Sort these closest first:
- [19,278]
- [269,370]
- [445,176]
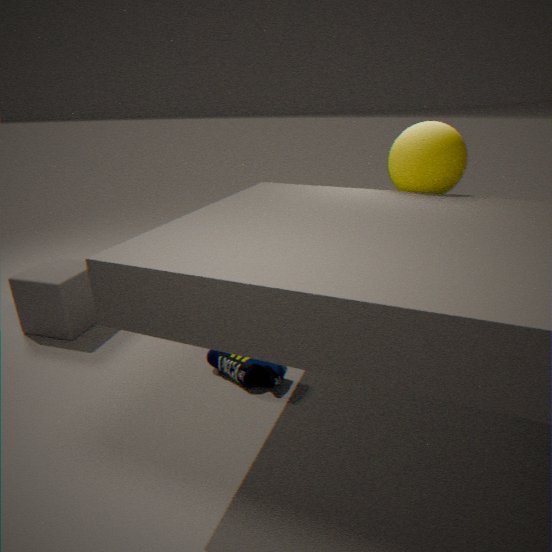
[445,176] < [269,370] < [19,278]
